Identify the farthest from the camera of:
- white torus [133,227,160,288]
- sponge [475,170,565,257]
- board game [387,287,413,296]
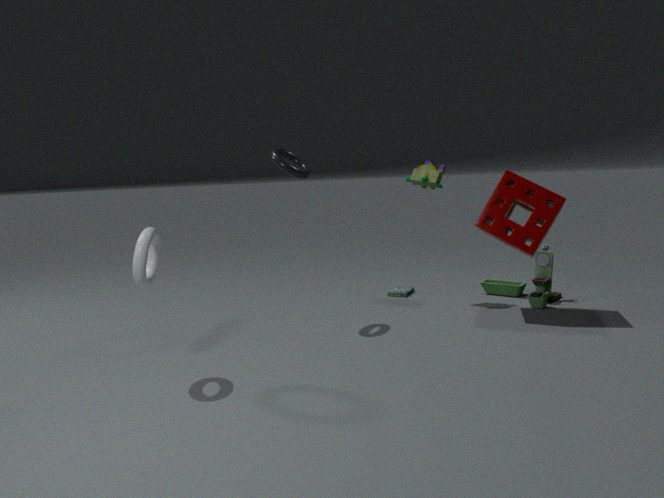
board game [387,287,413,296]
